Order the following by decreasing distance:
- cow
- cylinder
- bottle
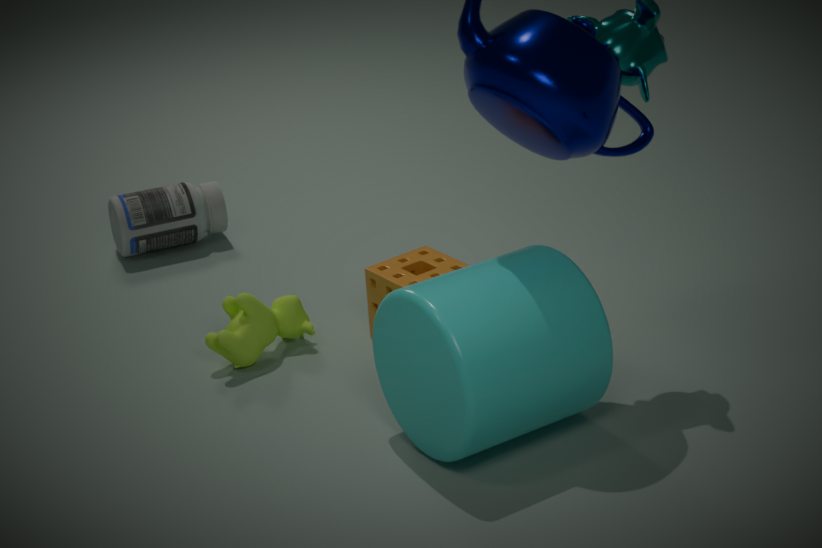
1. bottle
2. cow
3. cylinder
